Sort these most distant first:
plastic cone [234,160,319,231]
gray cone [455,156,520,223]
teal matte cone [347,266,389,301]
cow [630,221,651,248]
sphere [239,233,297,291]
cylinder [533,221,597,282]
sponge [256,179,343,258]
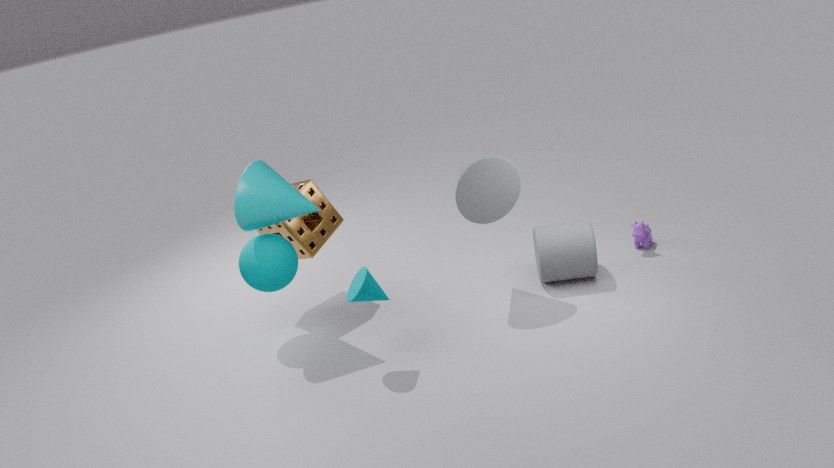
1. cow [630,221,651,248]
2. sponge [256,179,343,258]
3. cylinder [533,221,597,282]
4. sphere [239,233,297,291]
5. gray cone [455,156,520,223]
6. plastic cone [234,160,319,231]
7. teal matte cone [347,266,389,301]
